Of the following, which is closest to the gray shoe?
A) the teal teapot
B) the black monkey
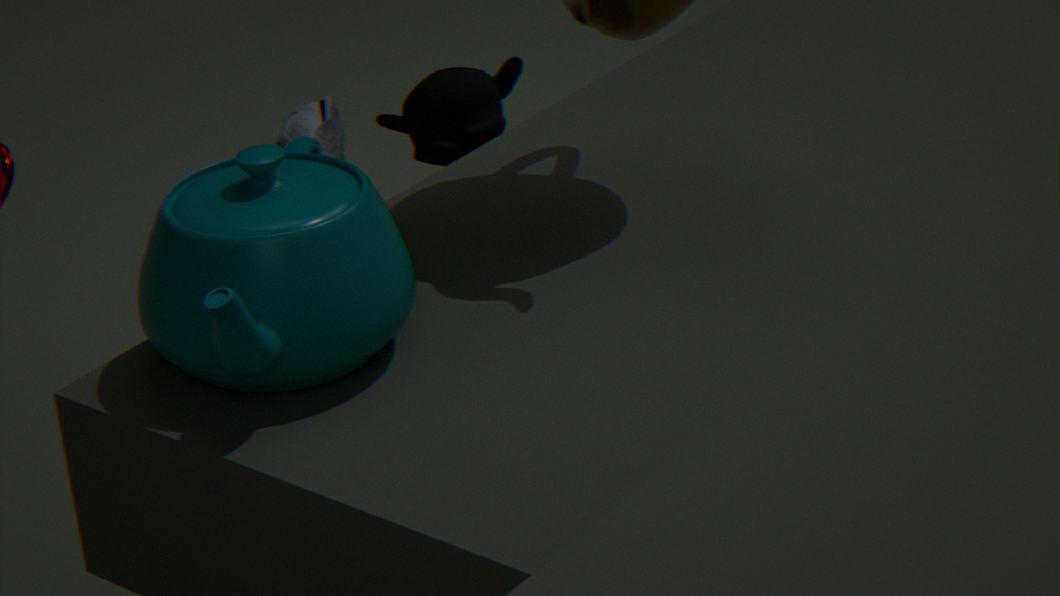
the black monkey
